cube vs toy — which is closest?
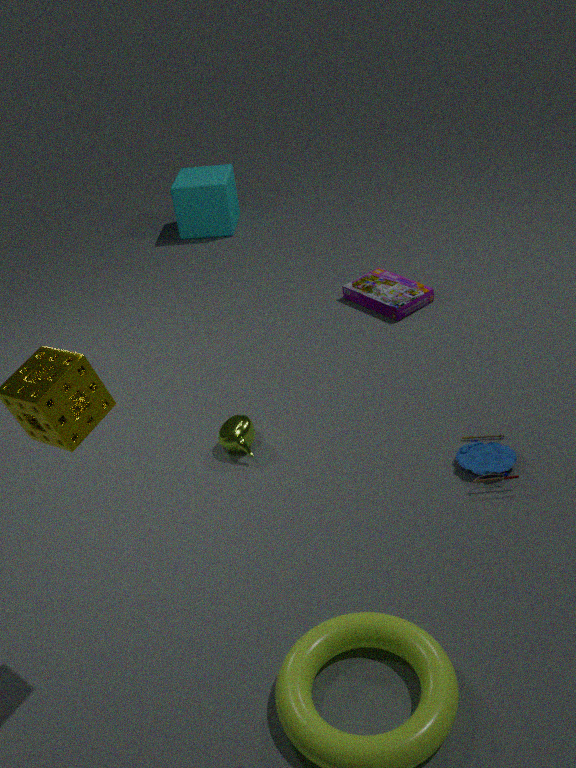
toy
